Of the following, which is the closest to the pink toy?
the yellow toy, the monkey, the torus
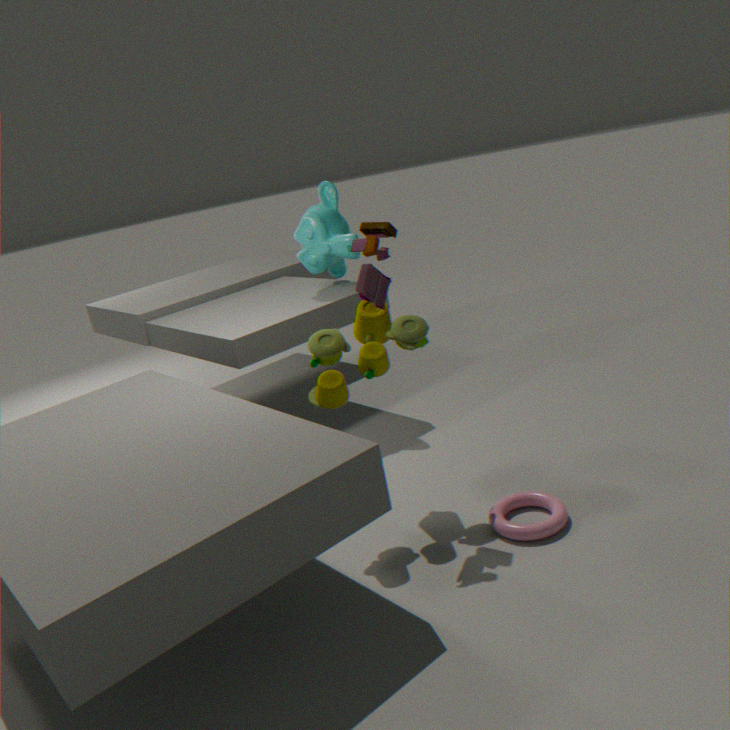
the yellow toy
